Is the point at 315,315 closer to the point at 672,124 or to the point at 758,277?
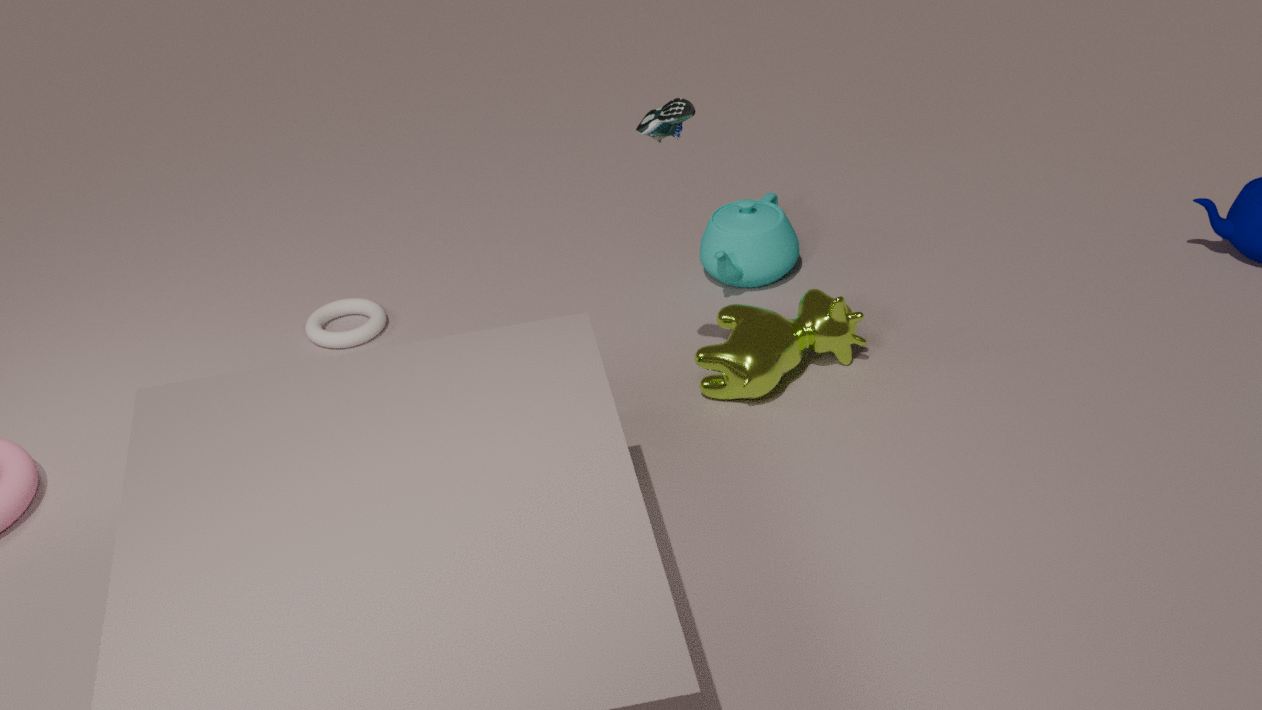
the point at 758,277
